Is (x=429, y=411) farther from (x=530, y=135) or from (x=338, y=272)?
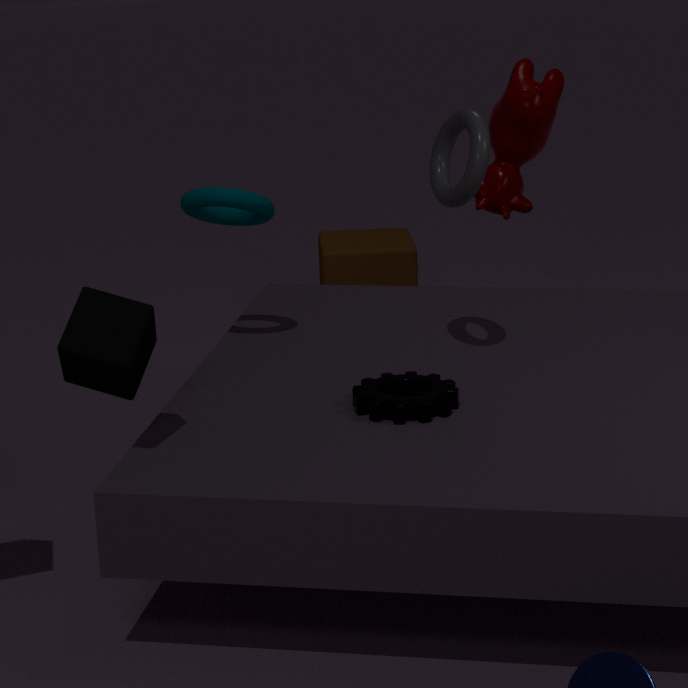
(x=338, y=272)
